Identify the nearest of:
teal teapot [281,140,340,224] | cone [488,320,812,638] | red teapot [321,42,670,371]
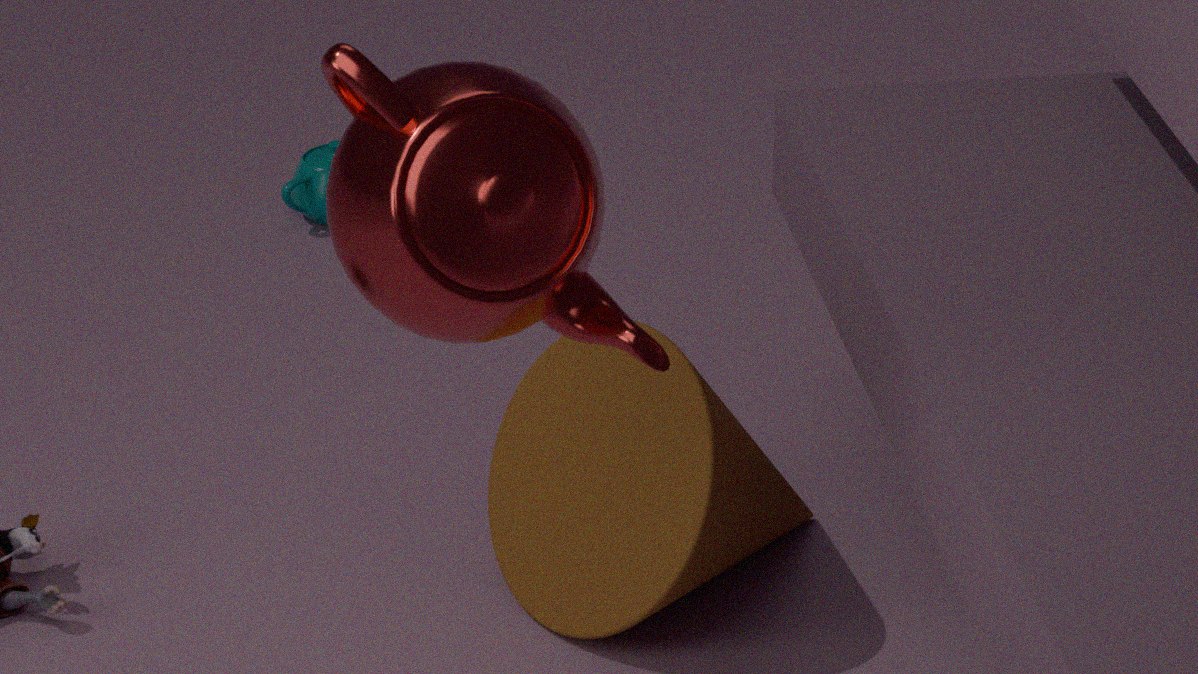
red teapot [321,42,670,371]
